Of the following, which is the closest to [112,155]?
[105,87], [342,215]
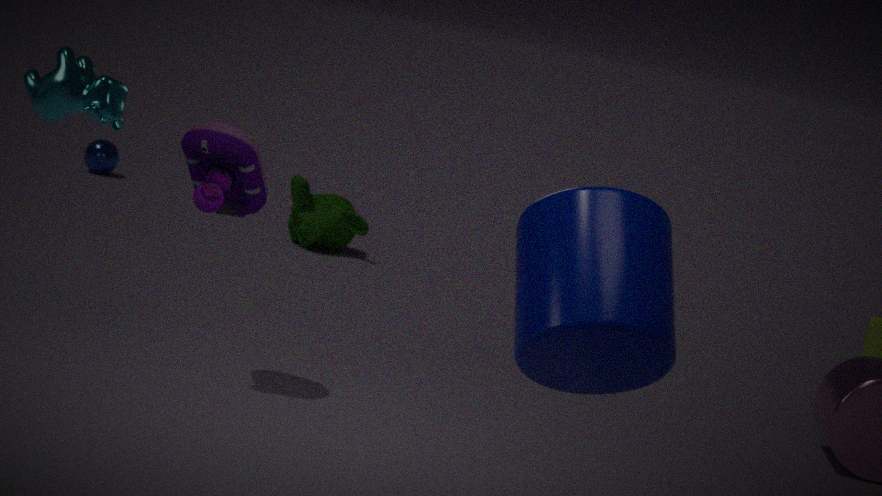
[342,215]
